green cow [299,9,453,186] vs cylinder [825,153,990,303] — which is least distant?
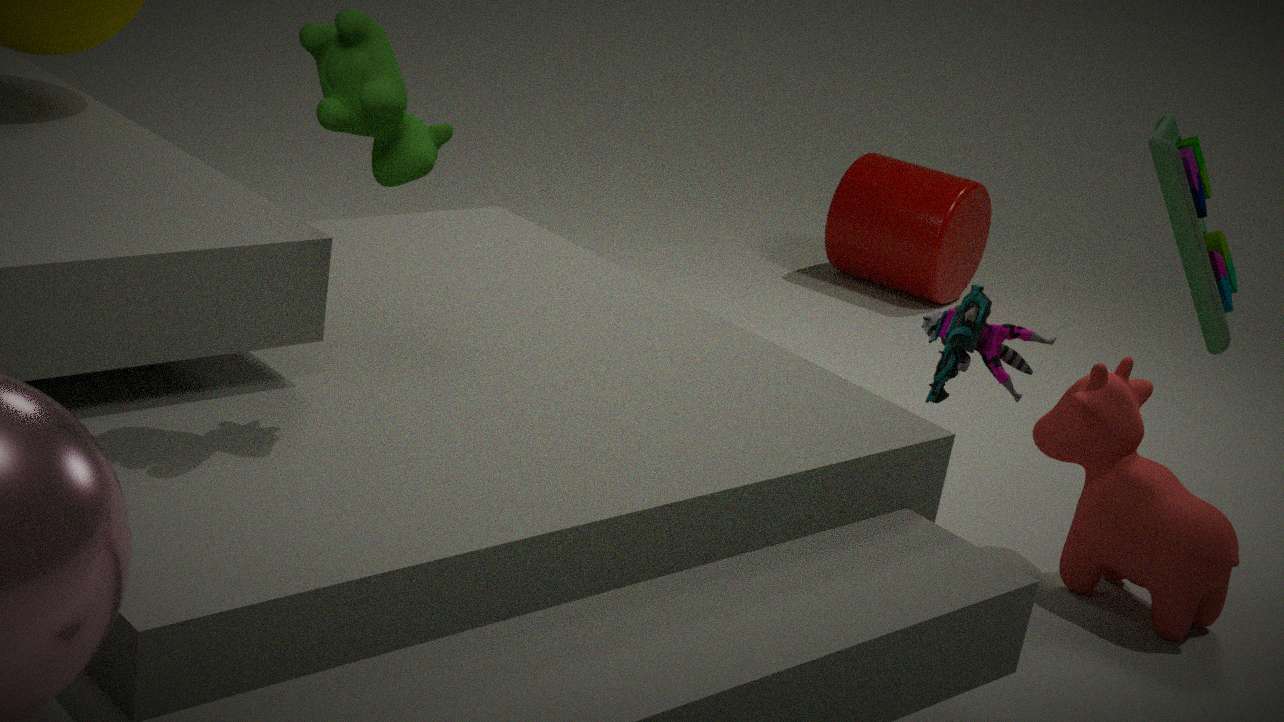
green cow [299,9,453,186]
